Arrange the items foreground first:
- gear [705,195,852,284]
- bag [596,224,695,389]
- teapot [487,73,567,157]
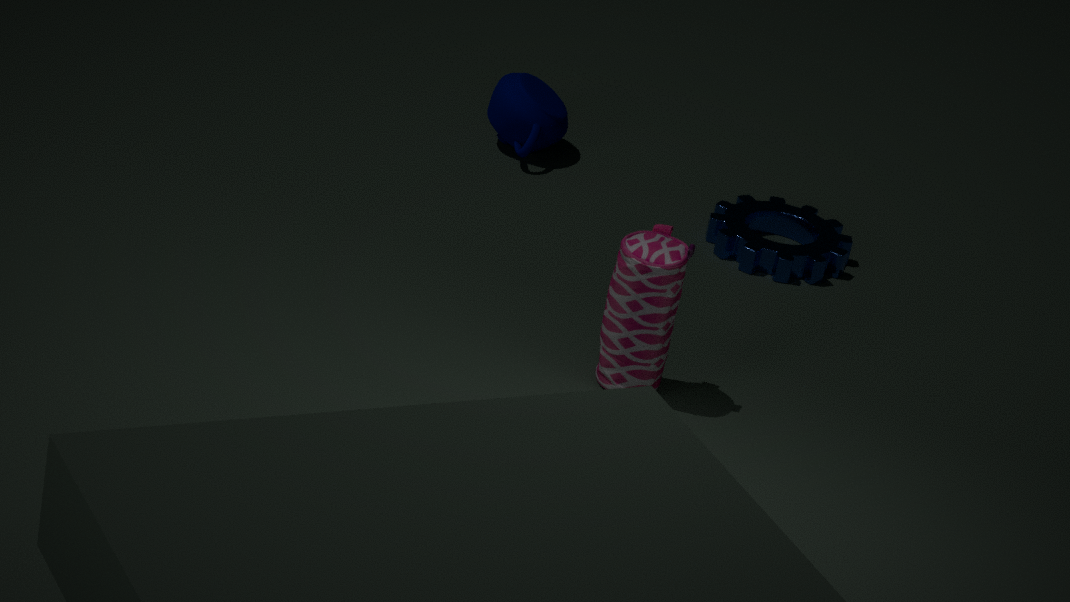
1. bag [596,224,695,389]
2. gear [705,195,852,284]
3. teapot [487,73,567,157]
